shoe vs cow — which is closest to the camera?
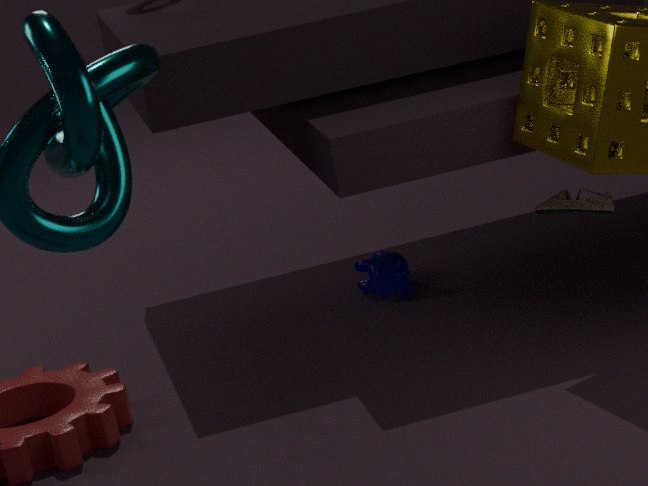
shoe
